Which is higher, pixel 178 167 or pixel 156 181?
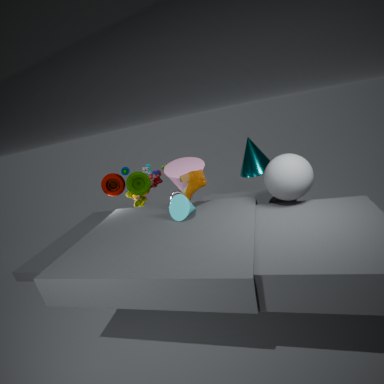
pixel 178 167
